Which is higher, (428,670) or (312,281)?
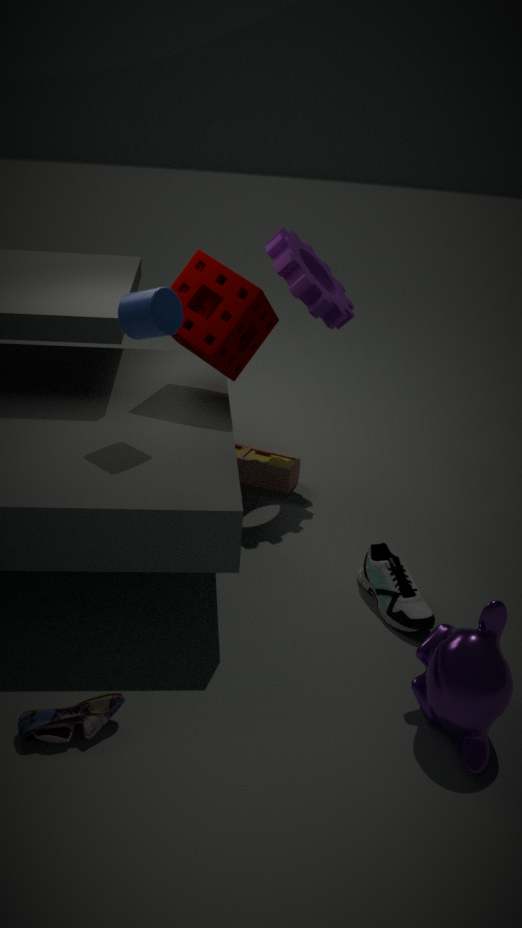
(312,281)
